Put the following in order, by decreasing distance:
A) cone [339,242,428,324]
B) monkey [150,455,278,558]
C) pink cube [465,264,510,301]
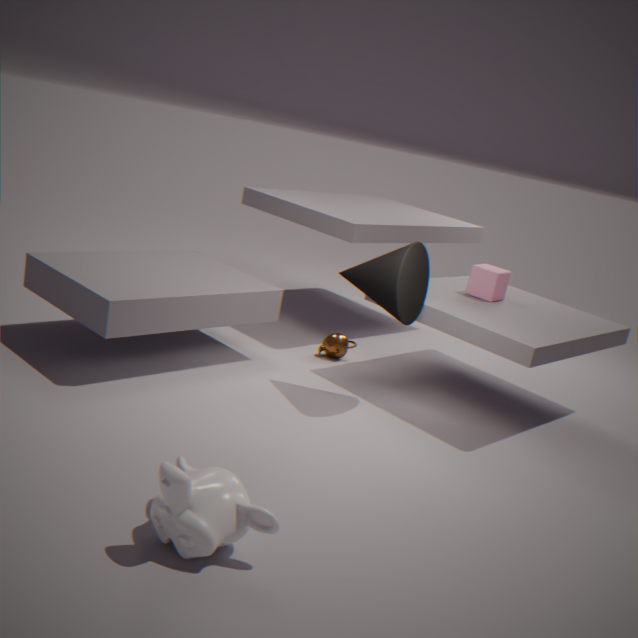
pink cube [465,264,510,301], cone [339,242,428,324], monkey [150,455,278,558]
